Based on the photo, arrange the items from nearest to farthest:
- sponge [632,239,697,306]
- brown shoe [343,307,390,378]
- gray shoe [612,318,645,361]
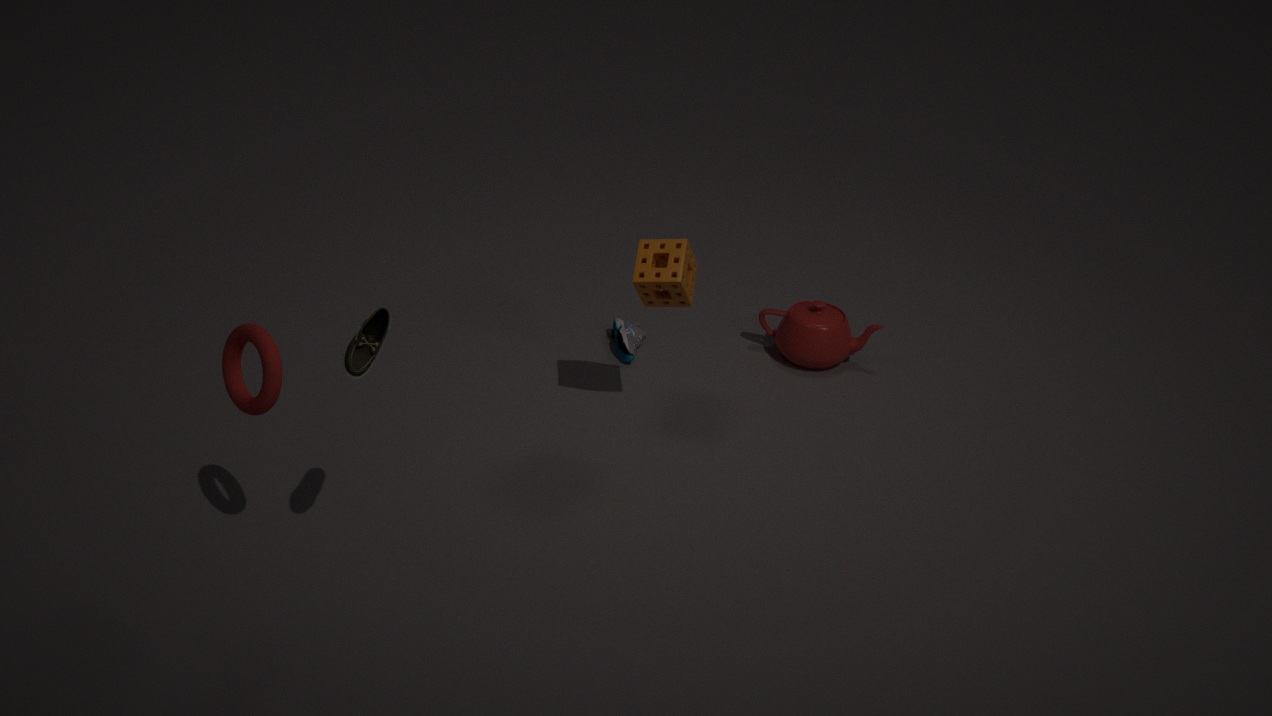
brown shoe [343,307,390,378] → sponge [632,239,697,306] → gray shoe [612,318,645,361]
